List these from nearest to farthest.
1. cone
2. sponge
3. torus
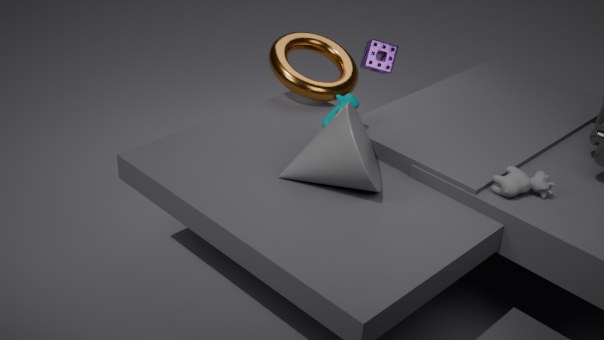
cone
torus
sponge
